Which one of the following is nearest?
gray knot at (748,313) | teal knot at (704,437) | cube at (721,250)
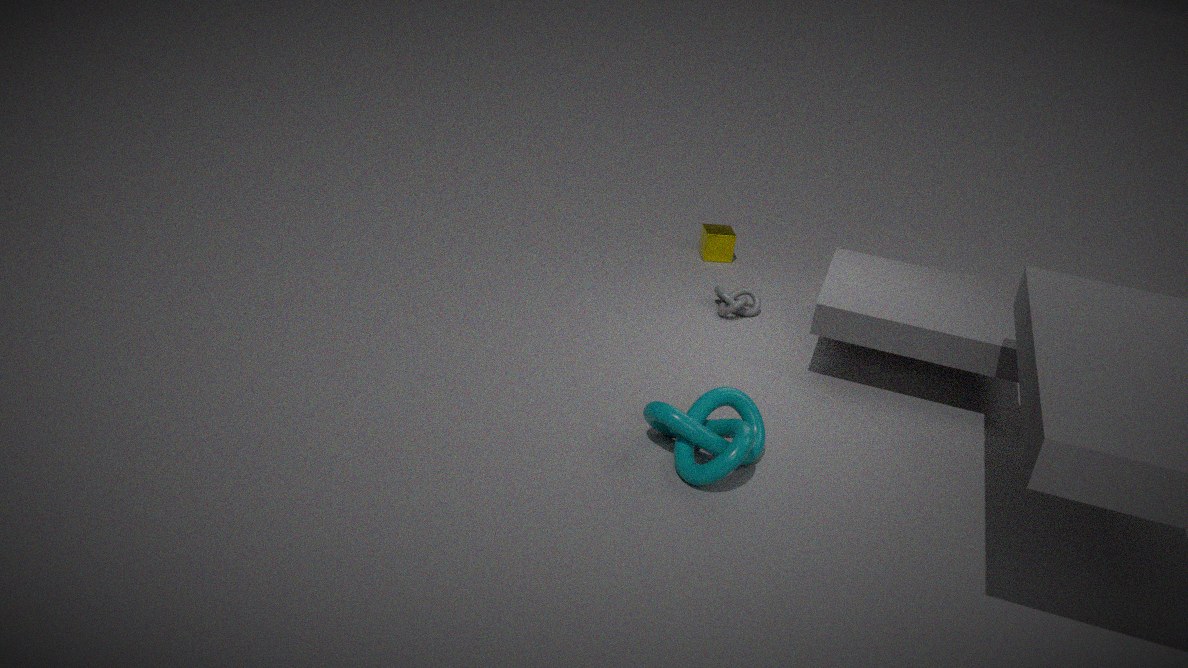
teal knot at (704,437)
